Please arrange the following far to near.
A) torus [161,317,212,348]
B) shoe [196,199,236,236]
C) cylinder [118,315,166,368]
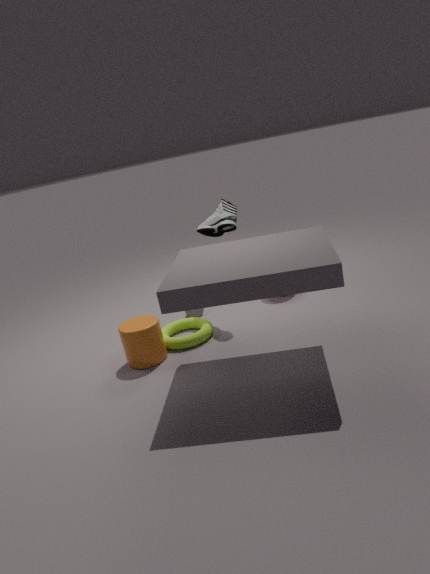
1. shoe [196,199,236,236]
2. torus [161,317,212,348]
3. cylinder [118,315,166,368]
